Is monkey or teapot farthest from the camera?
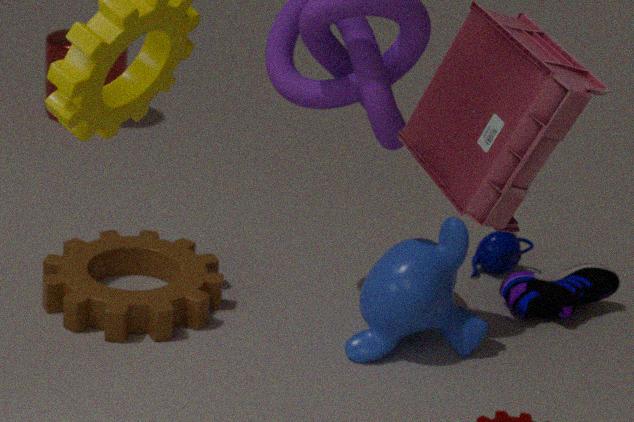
teapot
